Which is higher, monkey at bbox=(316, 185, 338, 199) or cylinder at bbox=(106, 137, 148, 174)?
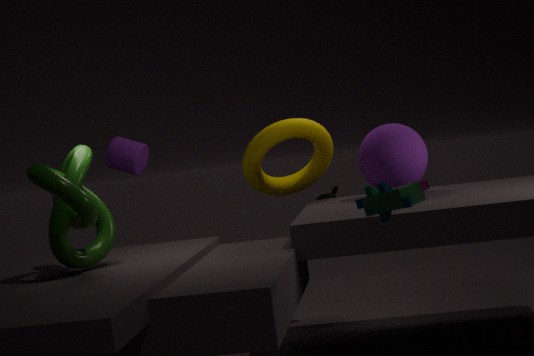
cylinder at bbox=(106, 137, 148, 174)
